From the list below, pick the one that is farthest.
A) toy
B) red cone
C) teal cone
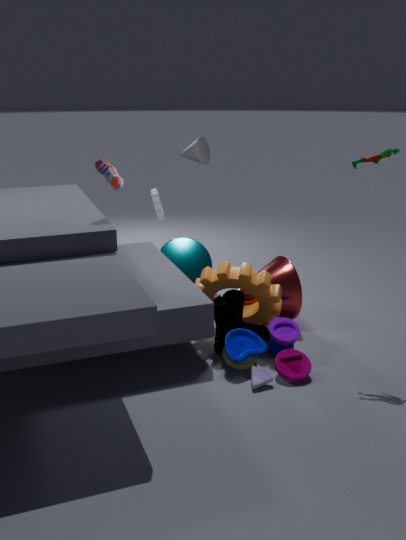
teal cone
